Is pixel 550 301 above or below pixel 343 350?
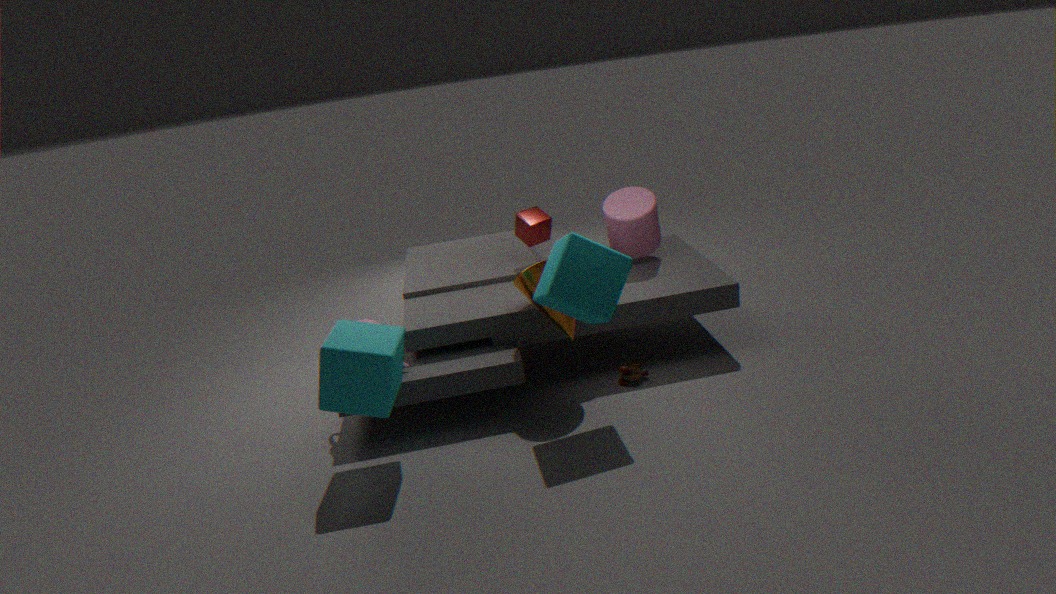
above
